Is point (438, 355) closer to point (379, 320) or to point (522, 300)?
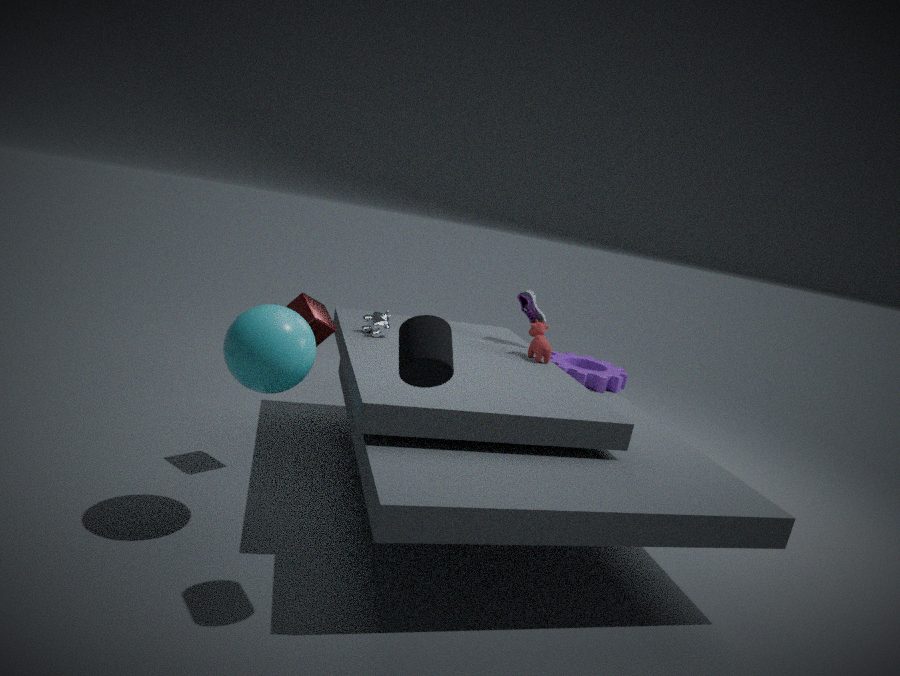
point (379, 320)
